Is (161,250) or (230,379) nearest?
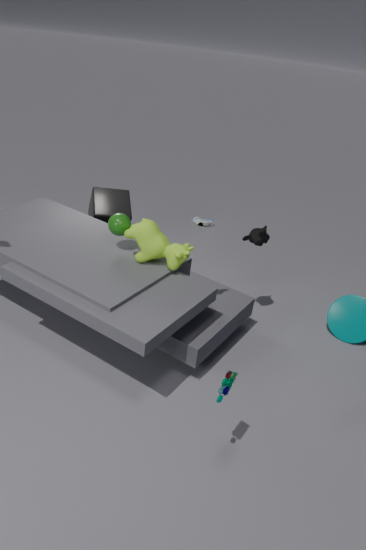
(230,379)
